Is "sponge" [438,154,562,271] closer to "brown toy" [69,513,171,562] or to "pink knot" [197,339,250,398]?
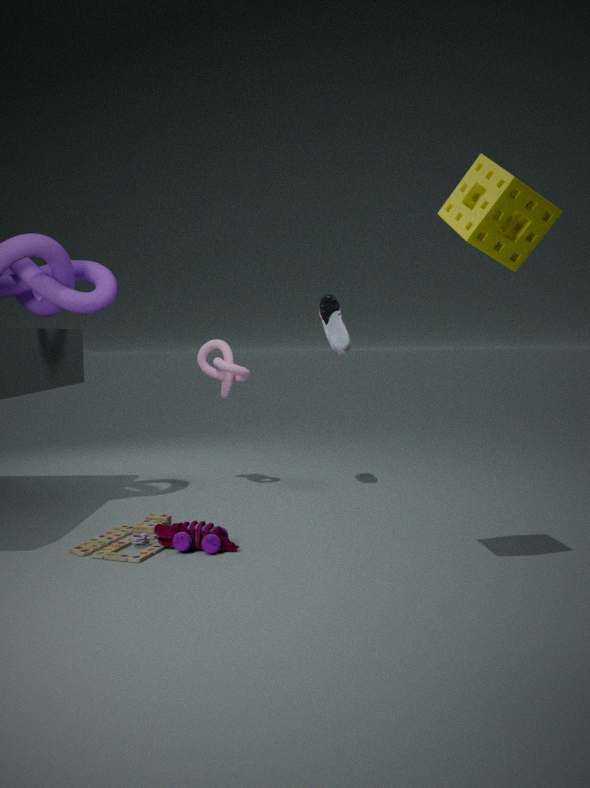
"brown toy" [69,513,171,562]
